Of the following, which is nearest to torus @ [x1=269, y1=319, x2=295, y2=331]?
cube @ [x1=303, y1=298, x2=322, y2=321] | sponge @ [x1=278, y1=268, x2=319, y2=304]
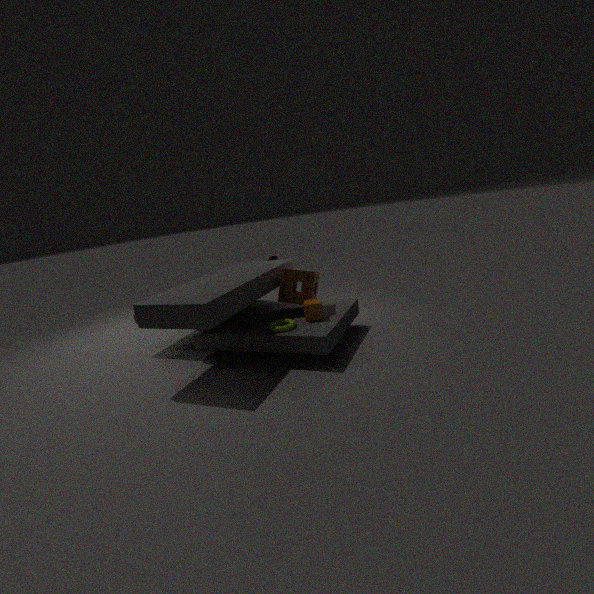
cube @ [x1=303, y1=298, x2=322, y2=321]
